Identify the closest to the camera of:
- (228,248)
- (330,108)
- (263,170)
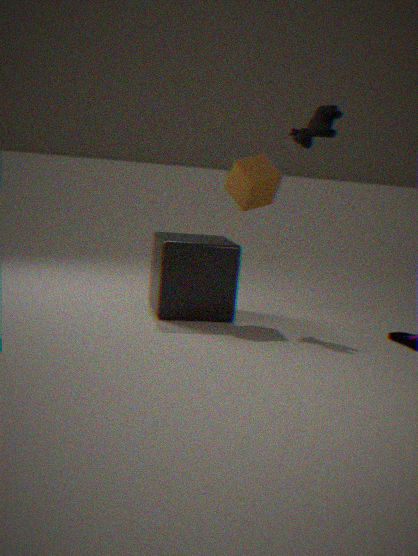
(228,248)
